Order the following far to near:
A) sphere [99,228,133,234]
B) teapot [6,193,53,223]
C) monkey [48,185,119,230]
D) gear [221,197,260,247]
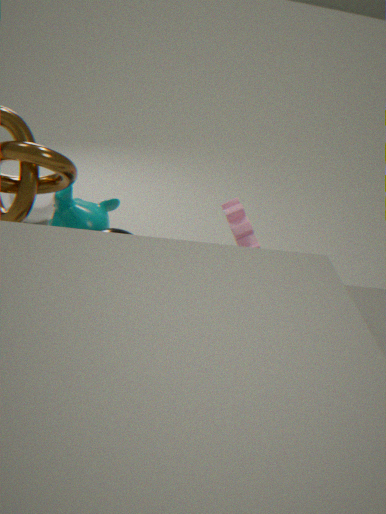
1. B. teapot [6,193,53,223]
2. D. gear [221,197,260,247]
3. C. monkey [48,185,119,230]
4. A. sphere [99,228,133,234]
